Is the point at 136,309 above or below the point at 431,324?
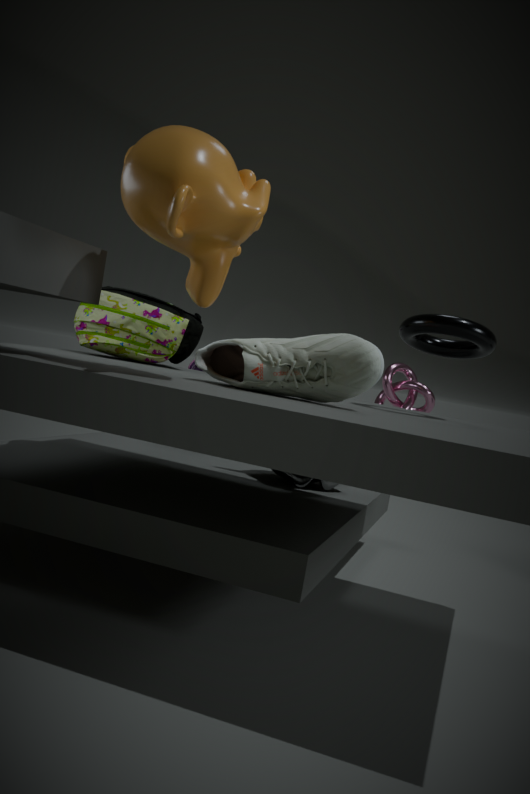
below
